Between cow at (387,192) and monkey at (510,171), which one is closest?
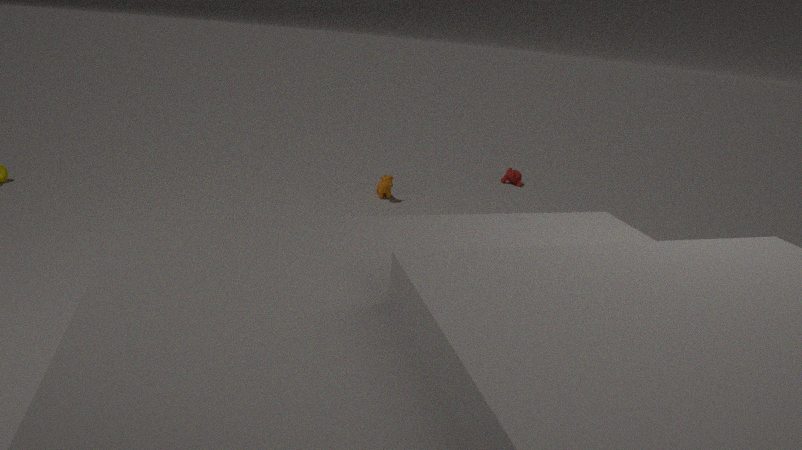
cow at (387,192)
